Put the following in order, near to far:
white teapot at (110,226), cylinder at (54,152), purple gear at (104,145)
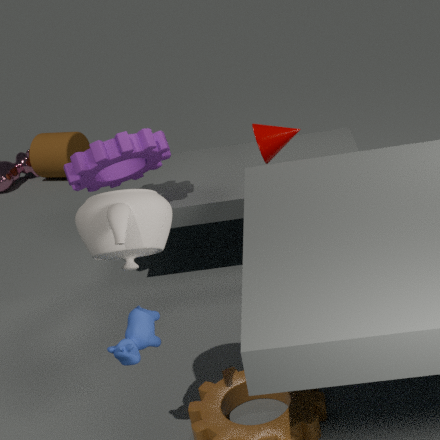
white teapot at (110,226), purple gear at (104,145), cylinder at (54,152)
